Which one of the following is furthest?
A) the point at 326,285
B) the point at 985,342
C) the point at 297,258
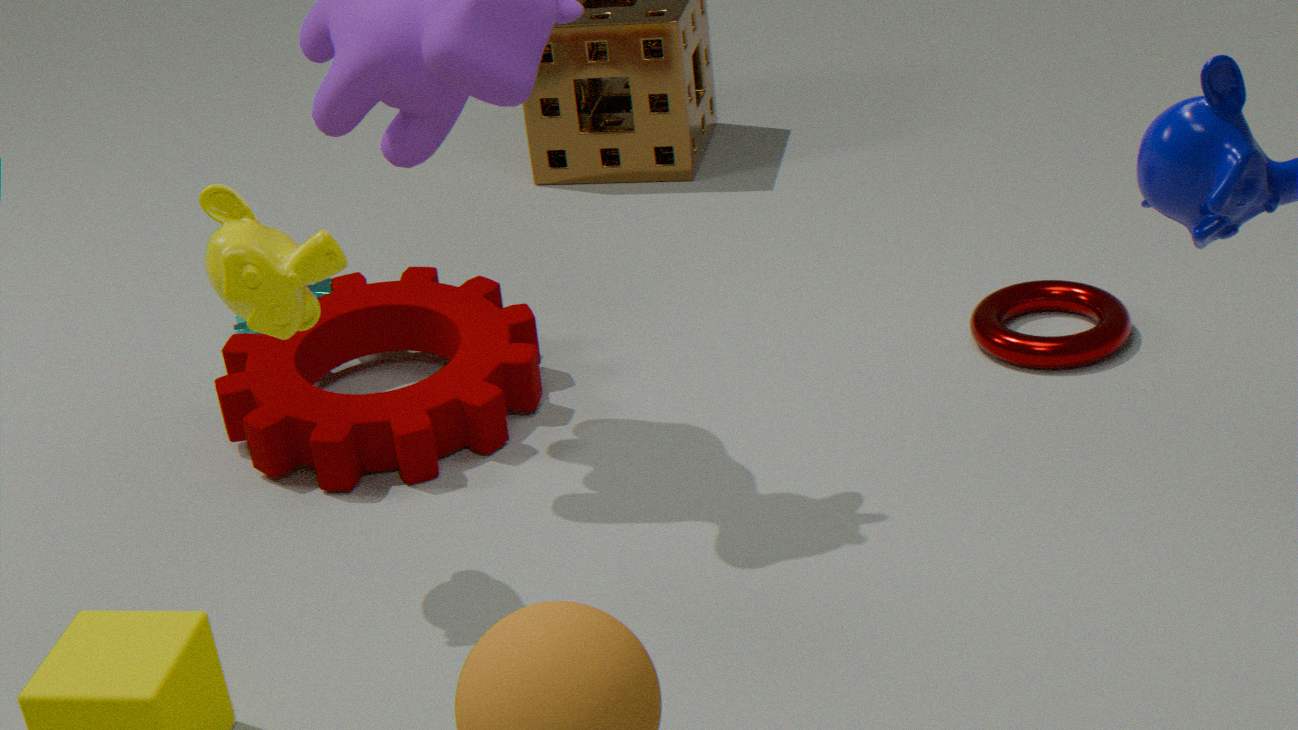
the point at 326,285
